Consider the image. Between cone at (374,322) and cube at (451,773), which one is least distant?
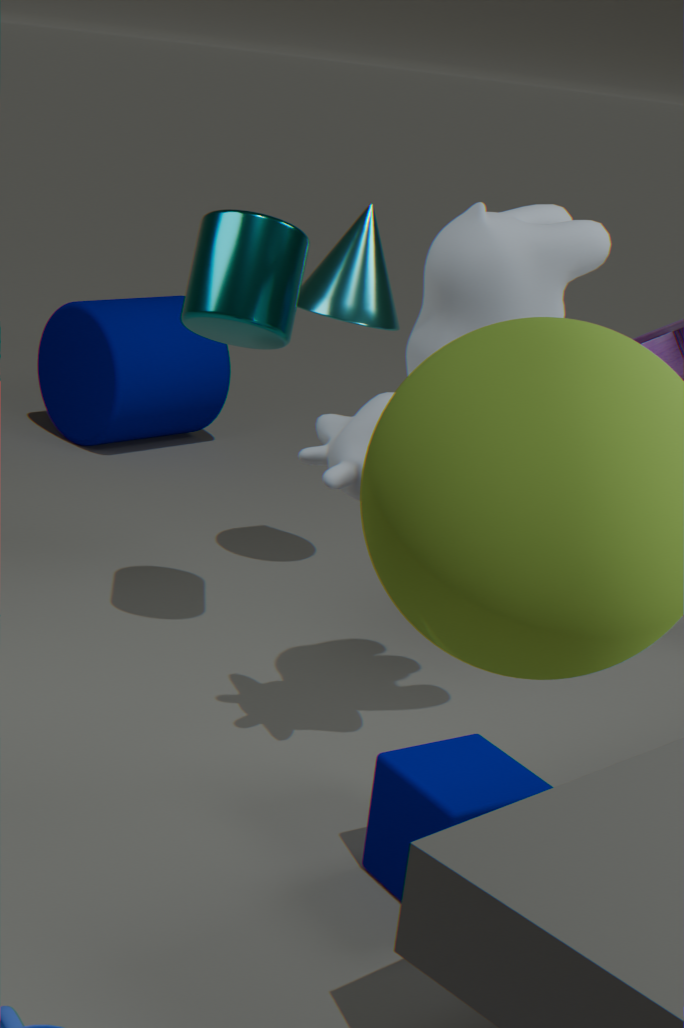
cube at (451,773)
